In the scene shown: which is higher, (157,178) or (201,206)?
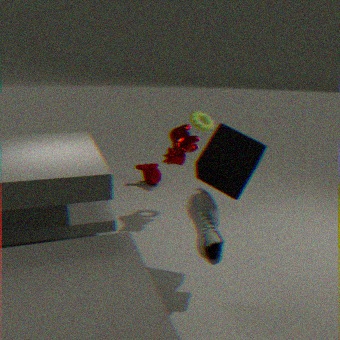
(201,206)
